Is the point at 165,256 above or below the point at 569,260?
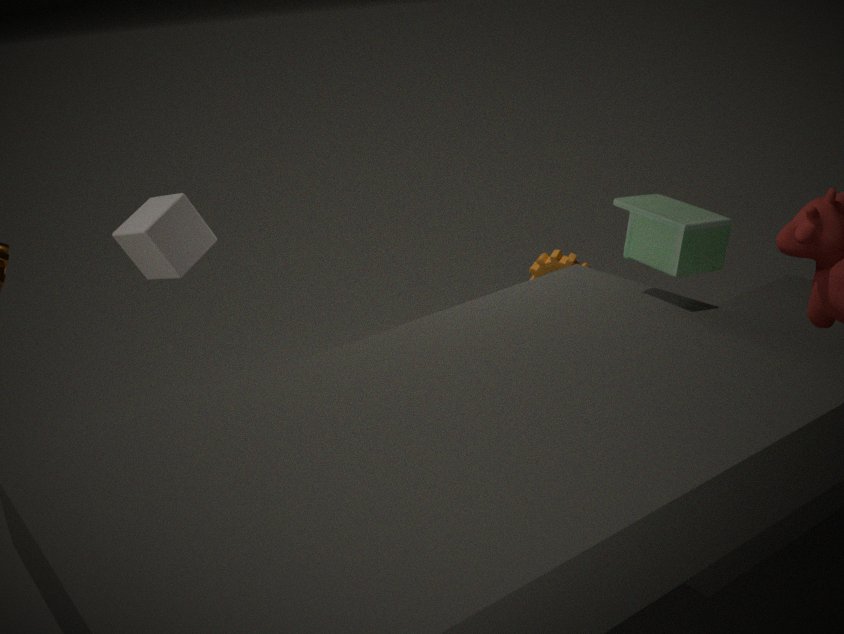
above
